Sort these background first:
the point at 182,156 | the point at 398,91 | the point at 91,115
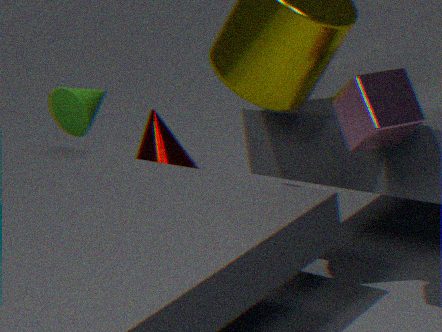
the point at 182,156 < the point at 91,115 < the point at 398,91
